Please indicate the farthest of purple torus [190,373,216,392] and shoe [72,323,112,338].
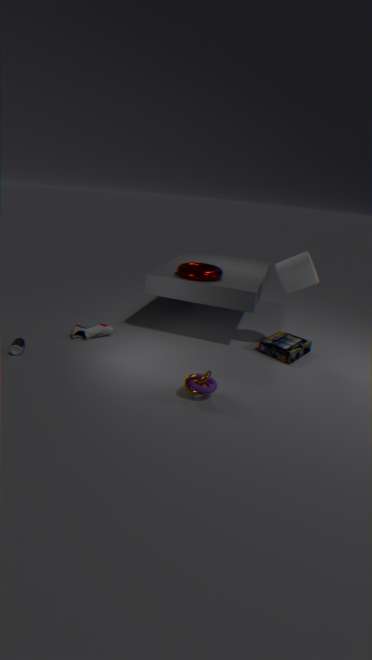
shoe [72,323,112,338]
